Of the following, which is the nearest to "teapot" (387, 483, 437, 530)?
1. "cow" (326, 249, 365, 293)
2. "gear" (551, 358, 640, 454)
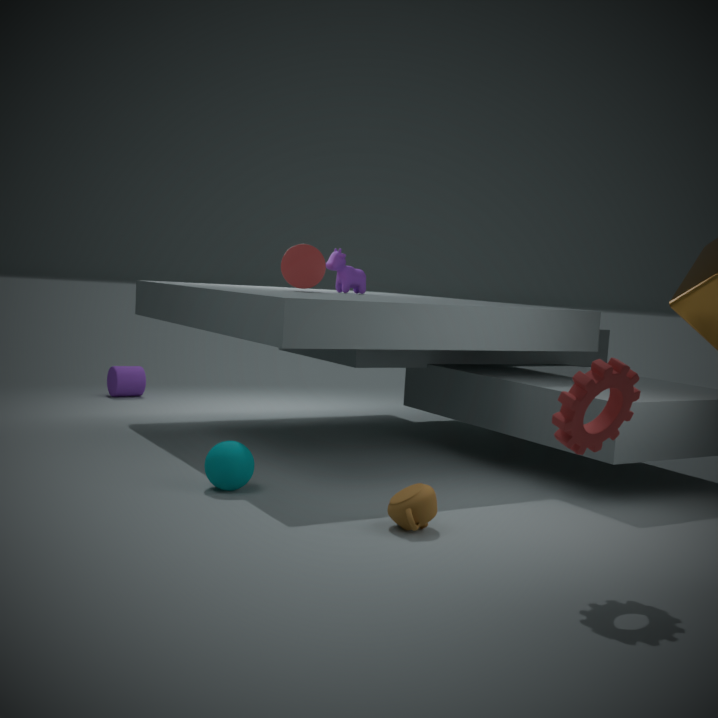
"gear" (551, 358, 640, 454)
